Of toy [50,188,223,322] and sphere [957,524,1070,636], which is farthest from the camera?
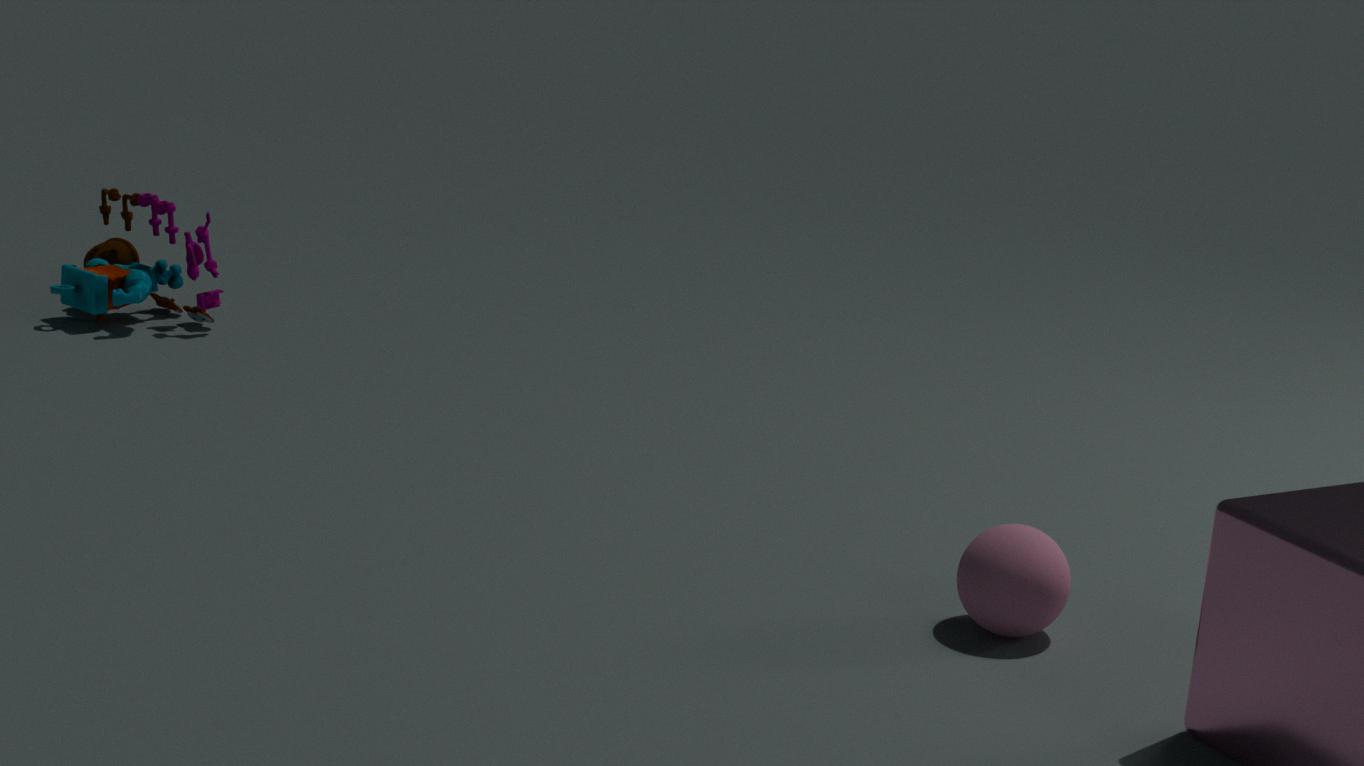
toy [50,188,223,322]
